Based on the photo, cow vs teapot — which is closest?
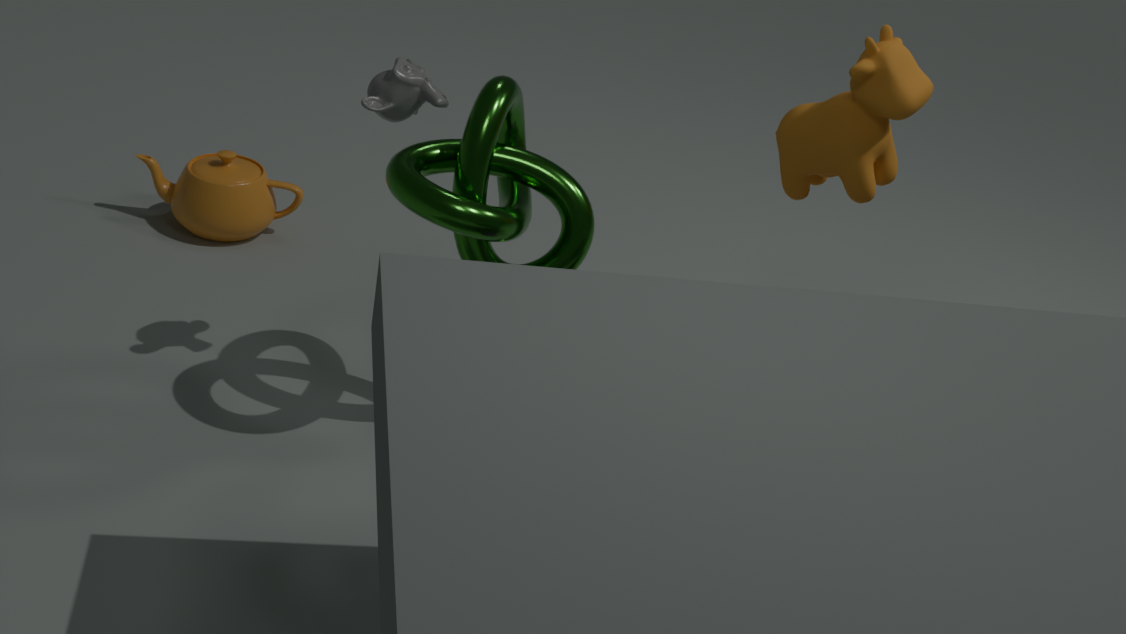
cow
